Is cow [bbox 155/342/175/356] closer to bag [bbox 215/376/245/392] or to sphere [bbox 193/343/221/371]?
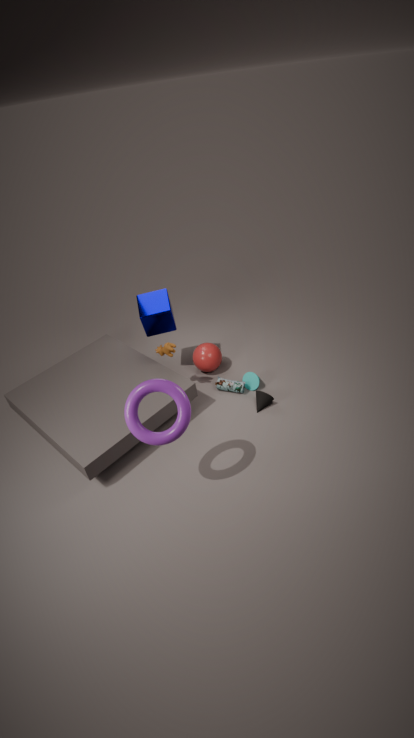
sphere [bbox 193/343/221/371]
